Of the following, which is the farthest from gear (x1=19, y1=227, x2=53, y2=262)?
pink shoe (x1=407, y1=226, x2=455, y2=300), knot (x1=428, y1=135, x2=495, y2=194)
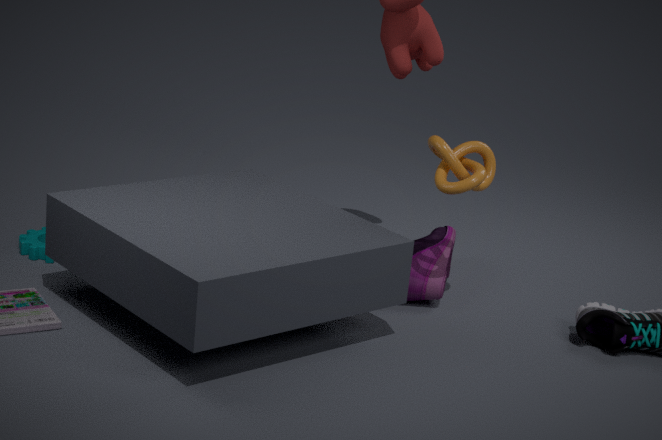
knot (x1=428, y1=135, x2=495, y2=194)
